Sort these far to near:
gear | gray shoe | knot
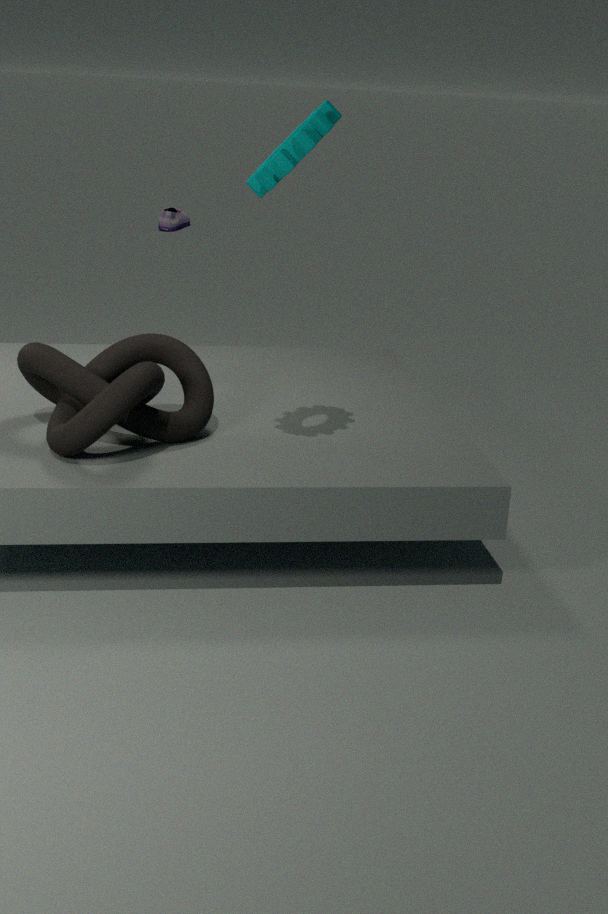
1. gray shoe
2. knot
3. gear
